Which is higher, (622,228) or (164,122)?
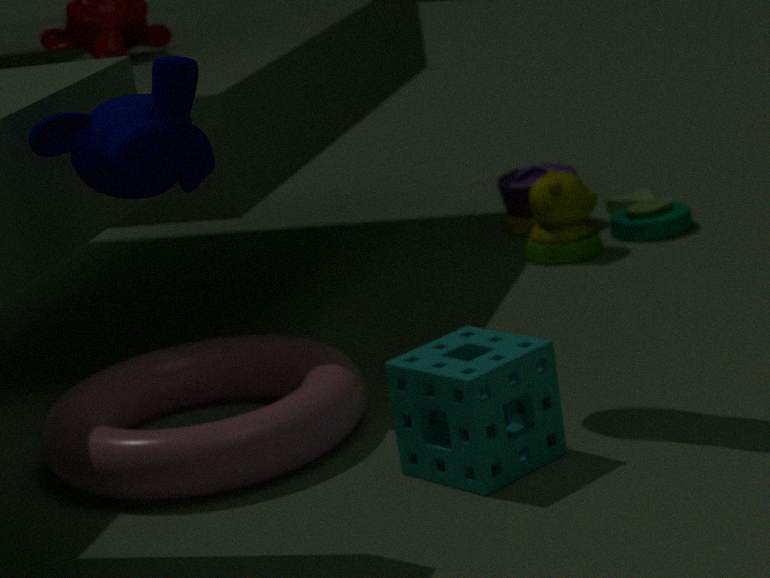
(164,122)
